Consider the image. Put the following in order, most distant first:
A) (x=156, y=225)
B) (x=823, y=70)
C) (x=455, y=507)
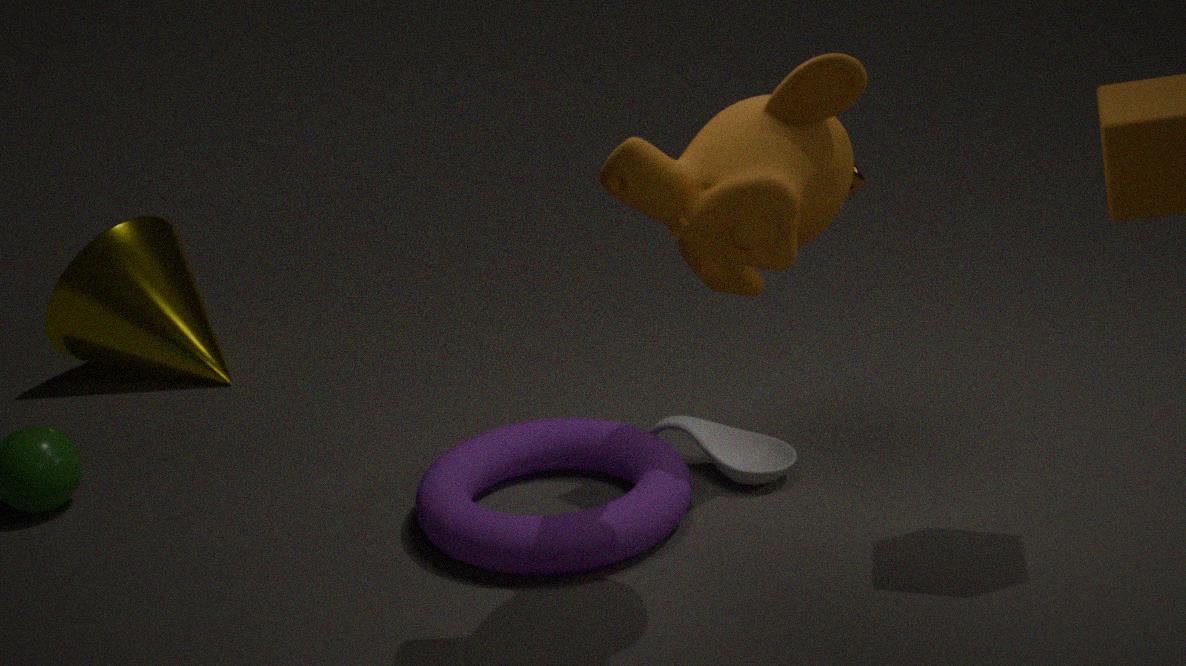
(x=156, y=225) → (x=455, y=507) → (x=823, y=70)
